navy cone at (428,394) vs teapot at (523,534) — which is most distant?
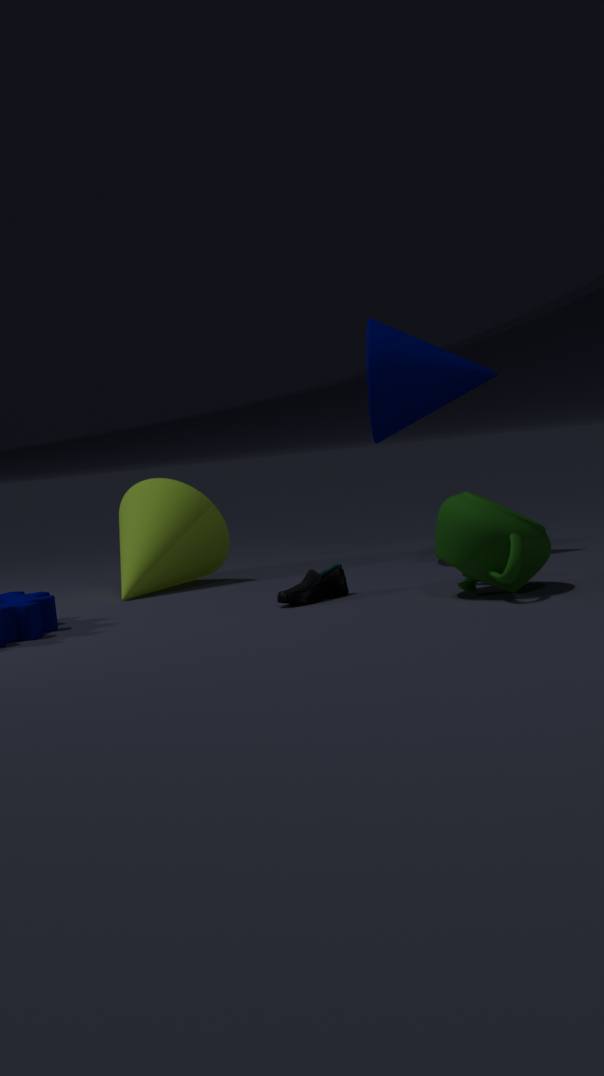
navy cone at (428,394)
